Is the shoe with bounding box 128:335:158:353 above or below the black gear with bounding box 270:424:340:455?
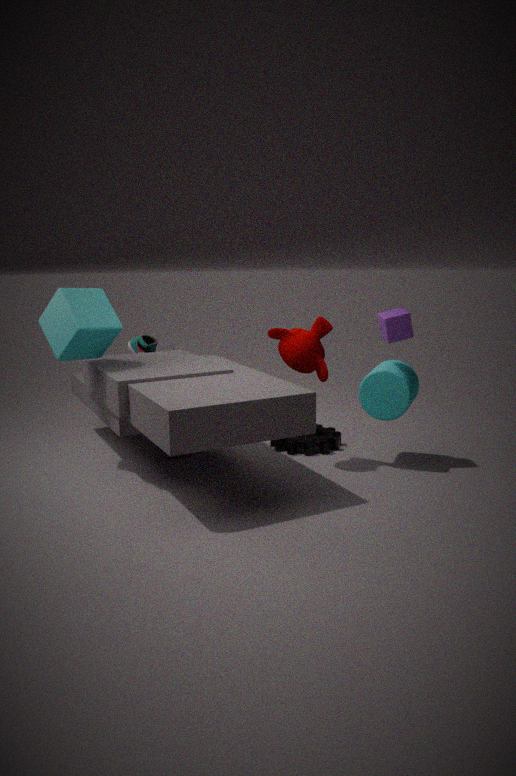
above
